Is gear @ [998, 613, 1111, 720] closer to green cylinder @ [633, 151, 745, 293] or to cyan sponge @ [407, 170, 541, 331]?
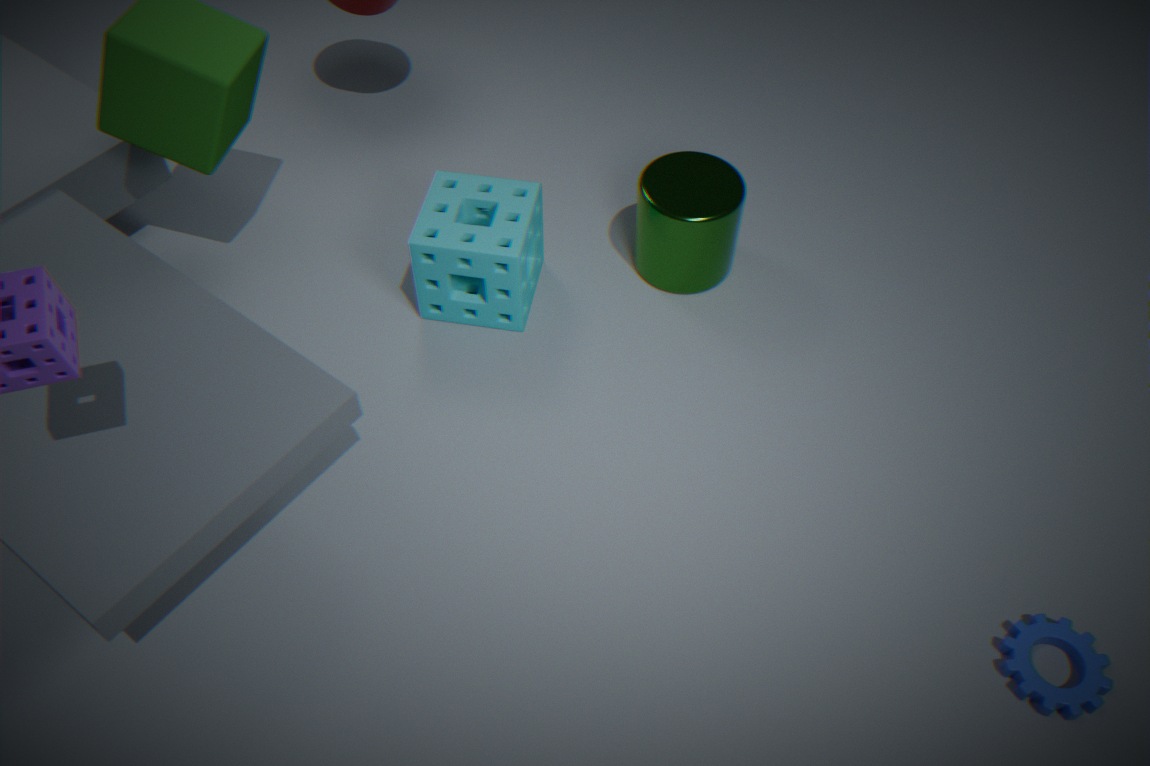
green cylinder @ [633, 151, 745, 293]
